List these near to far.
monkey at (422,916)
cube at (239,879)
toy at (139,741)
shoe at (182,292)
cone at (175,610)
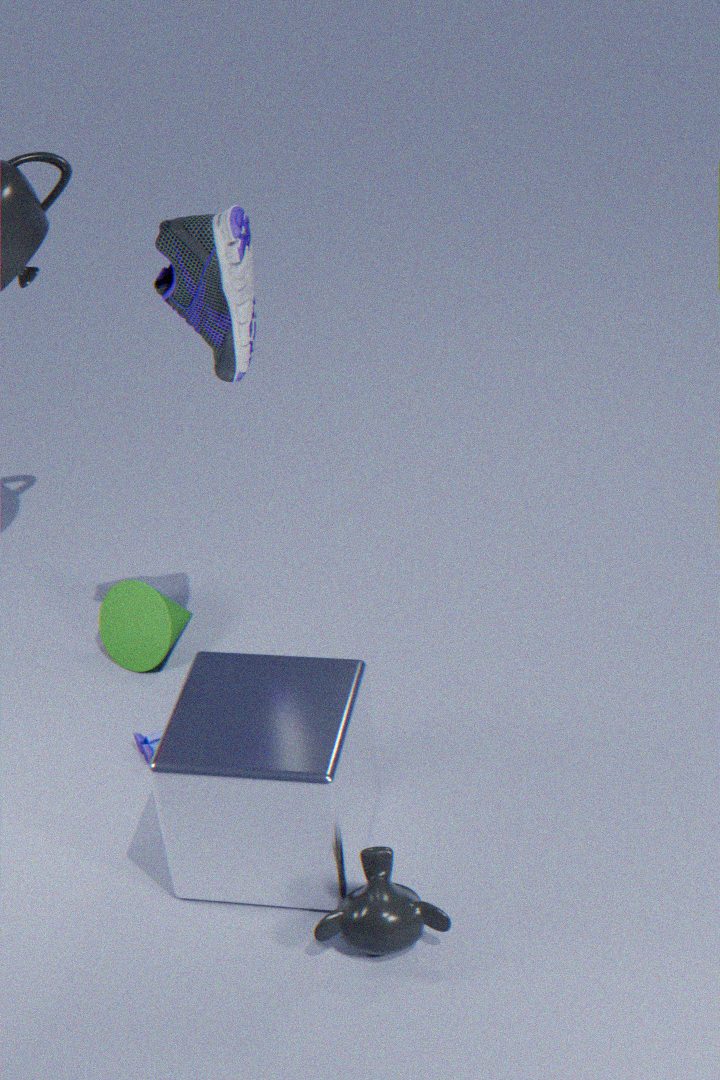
1. monkey at (422,916)
2. cube at (239,879)
3. shoe at (182,292)
4. toy at (139,741)
5. cone at (175,610)
